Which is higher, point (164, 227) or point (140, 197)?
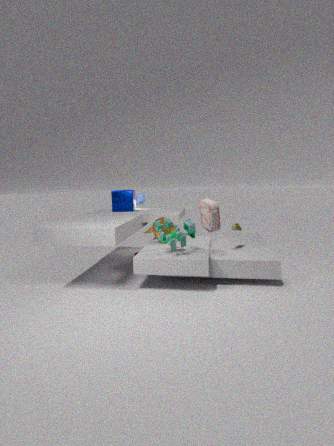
point (140, 197)
